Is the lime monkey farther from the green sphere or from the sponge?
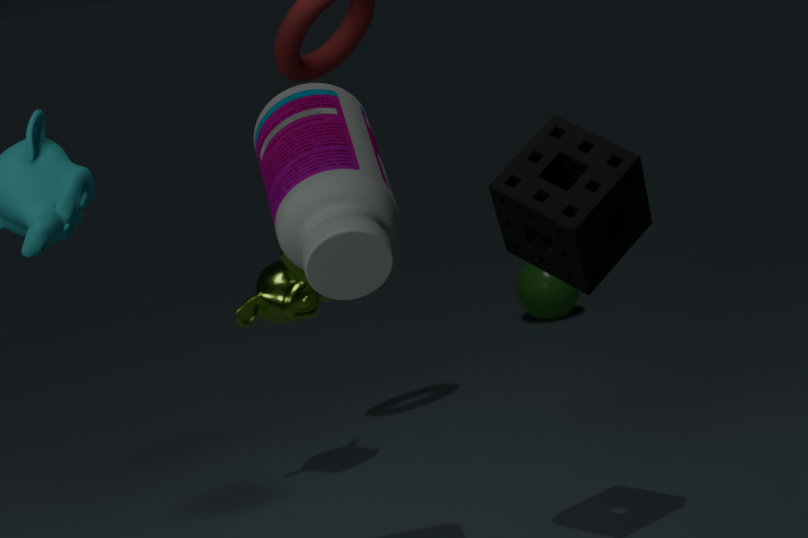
the green sphere
